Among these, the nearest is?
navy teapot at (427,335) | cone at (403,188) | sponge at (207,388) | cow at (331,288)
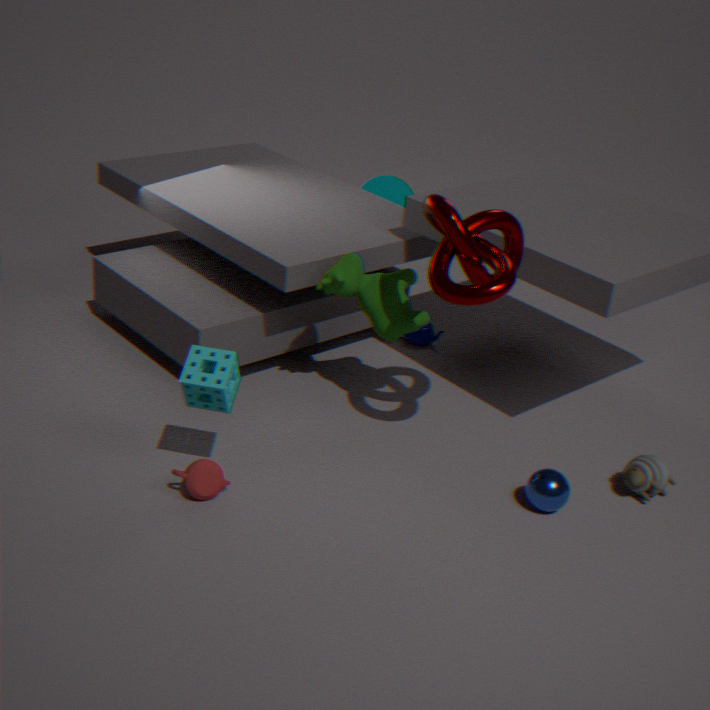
sponge at (207,388)
